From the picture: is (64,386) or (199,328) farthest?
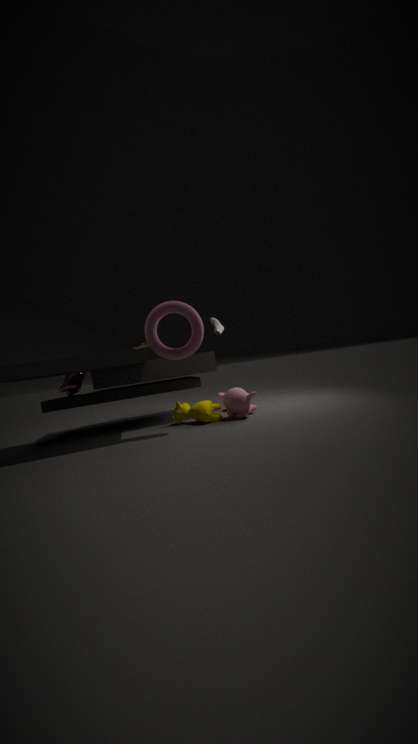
(64,386)
